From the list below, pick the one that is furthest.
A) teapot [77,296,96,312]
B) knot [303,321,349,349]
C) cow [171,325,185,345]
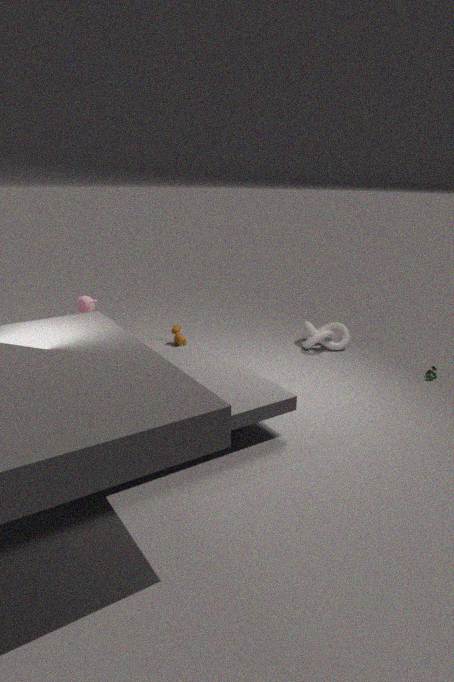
cow [171,325,185,345]
